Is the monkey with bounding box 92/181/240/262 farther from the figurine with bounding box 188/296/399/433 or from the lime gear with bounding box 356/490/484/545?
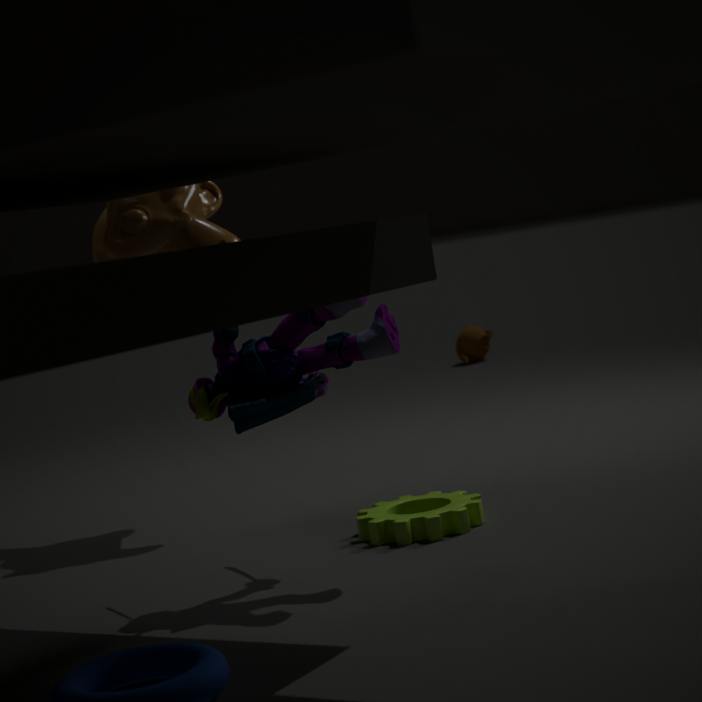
the lime gear with bounding box 356/490/484/545
